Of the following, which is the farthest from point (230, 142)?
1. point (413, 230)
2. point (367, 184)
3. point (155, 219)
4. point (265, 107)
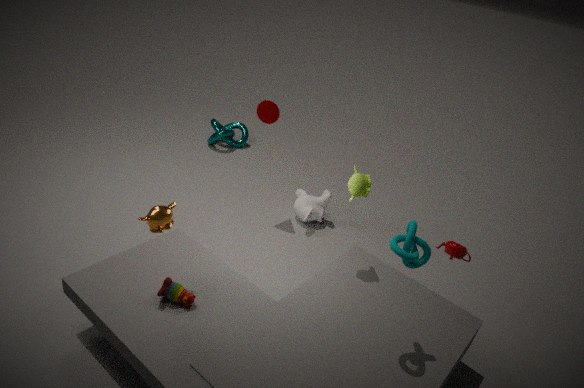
point (413, 230)
